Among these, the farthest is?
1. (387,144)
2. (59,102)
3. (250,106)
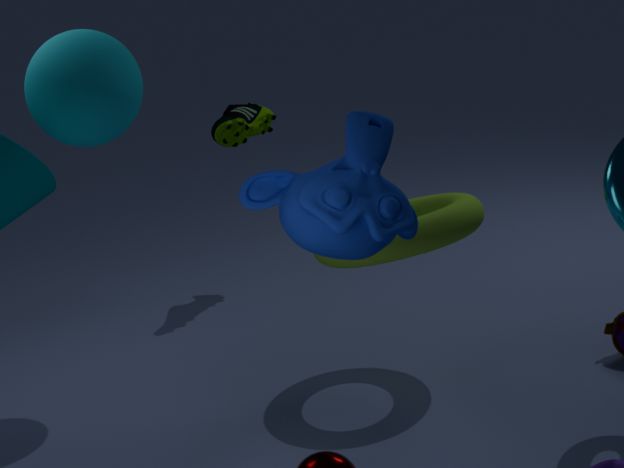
(250,106)
